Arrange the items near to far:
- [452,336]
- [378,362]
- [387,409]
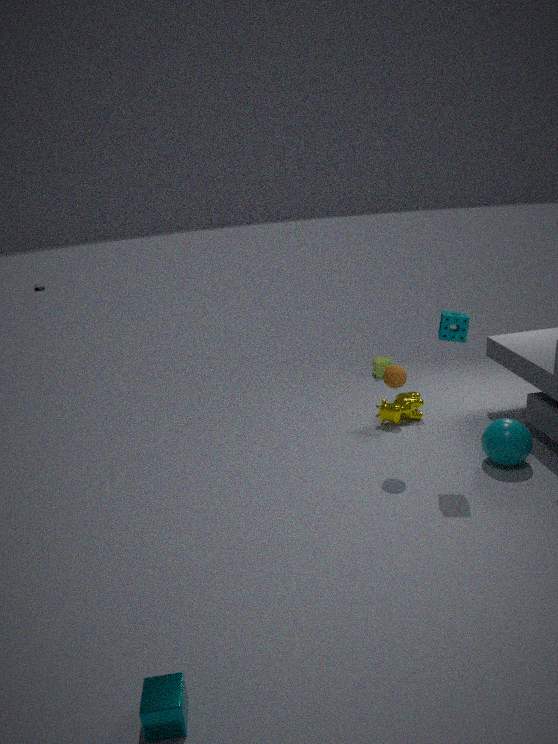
[452,336]
[387,409]
[378,362]
